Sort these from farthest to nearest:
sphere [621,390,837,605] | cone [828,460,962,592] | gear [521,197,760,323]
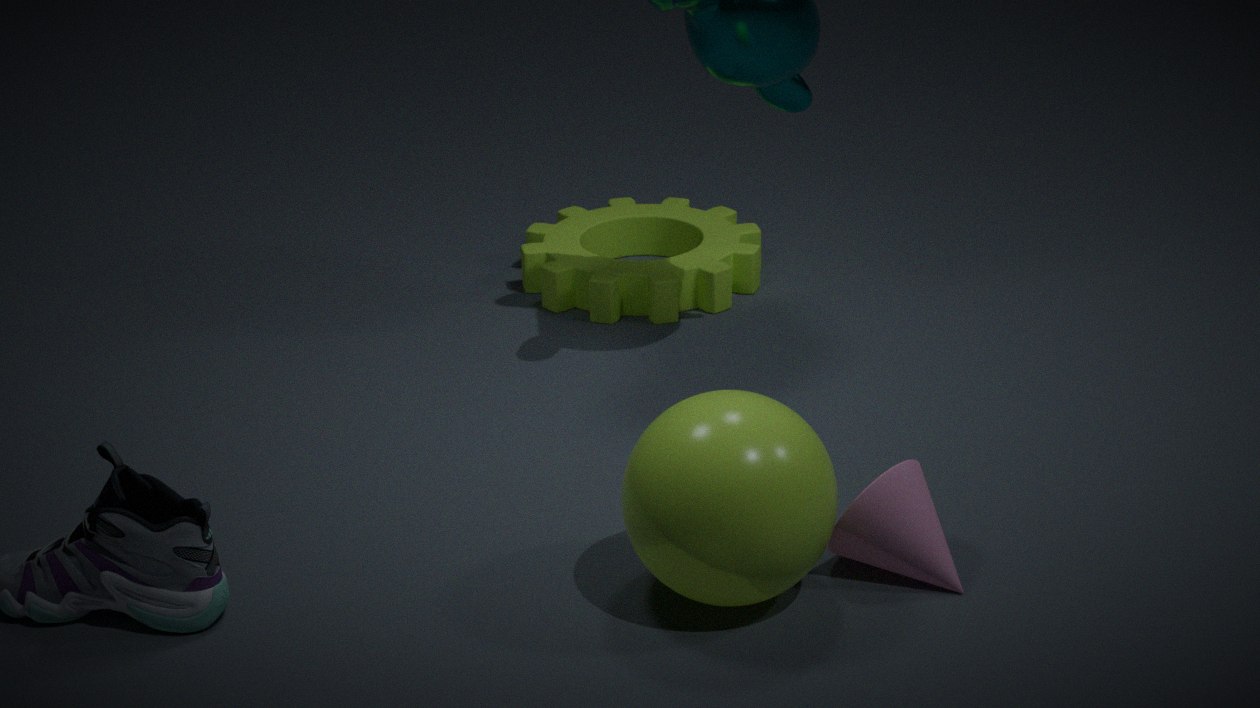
gear [521,197,760,323]
cone [828,460,962,592]
sphere [621,390,837,605]
